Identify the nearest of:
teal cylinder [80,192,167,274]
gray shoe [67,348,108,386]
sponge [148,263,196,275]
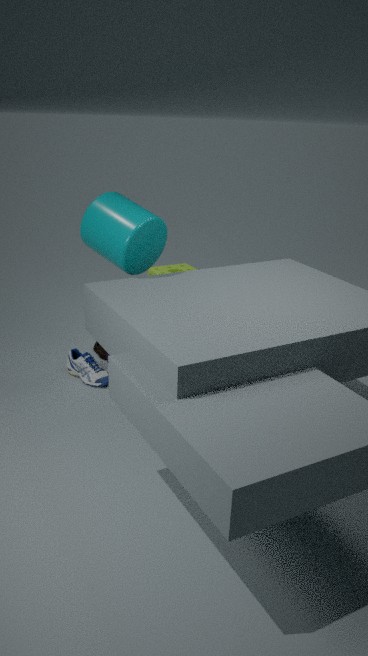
teal cylinder [80,192,167,274]
